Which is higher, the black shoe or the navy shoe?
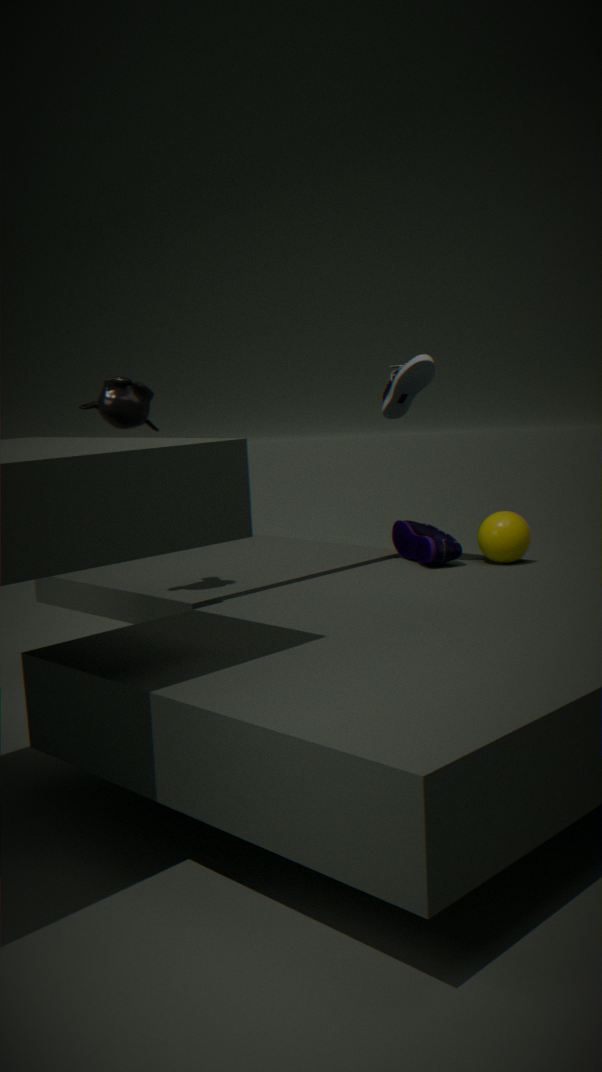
the black shoe
